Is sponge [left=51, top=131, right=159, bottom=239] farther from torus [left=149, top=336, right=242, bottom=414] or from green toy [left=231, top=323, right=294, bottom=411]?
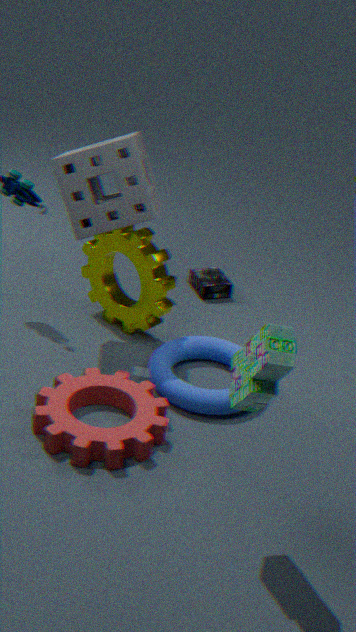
green toy [left=231, top=323, right=294, bottom=411]
